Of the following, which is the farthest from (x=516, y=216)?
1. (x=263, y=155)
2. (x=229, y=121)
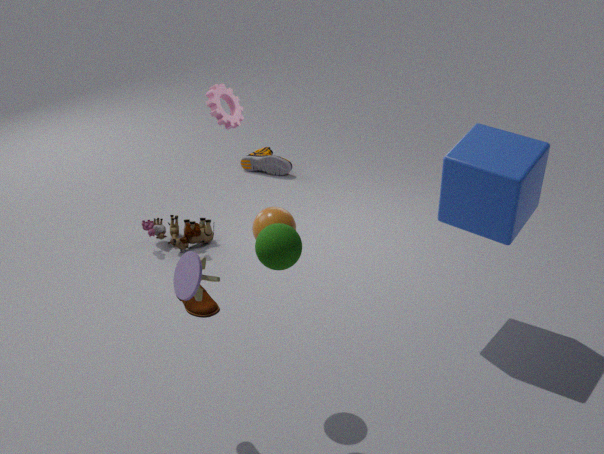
(x=263, y=155)
